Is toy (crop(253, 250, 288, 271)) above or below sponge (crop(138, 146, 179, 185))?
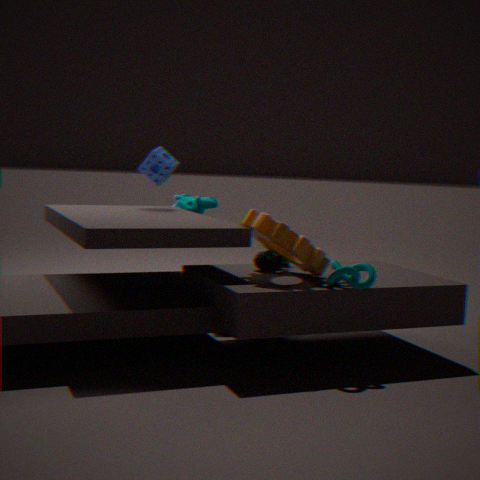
below
